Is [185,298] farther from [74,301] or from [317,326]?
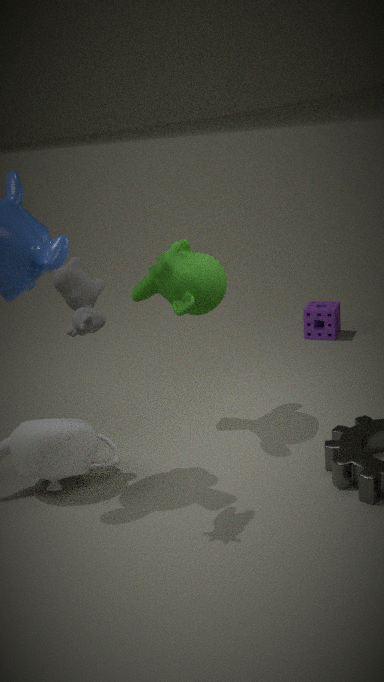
[317,326]
